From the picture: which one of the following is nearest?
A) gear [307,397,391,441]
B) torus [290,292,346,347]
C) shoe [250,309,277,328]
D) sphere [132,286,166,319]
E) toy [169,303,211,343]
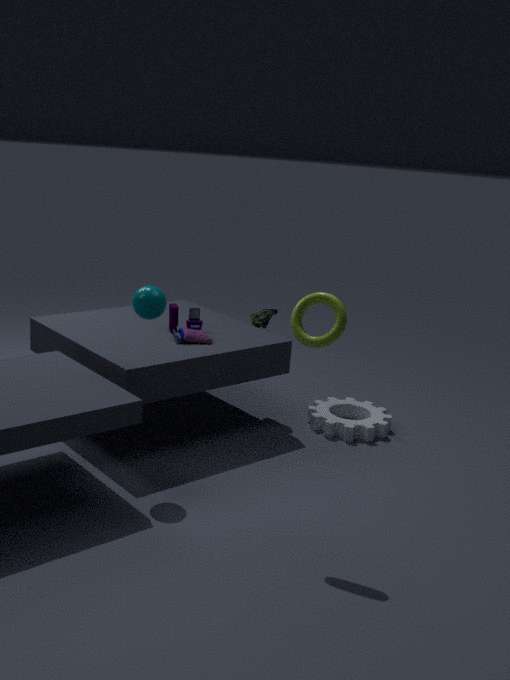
torus [290,292,346,347]
